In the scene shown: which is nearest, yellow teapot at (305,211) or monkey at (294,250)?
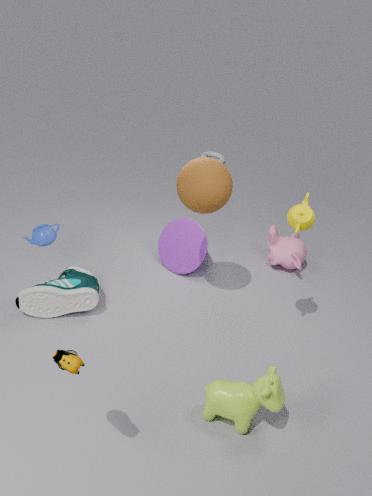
yellow teapot at (305,211)
